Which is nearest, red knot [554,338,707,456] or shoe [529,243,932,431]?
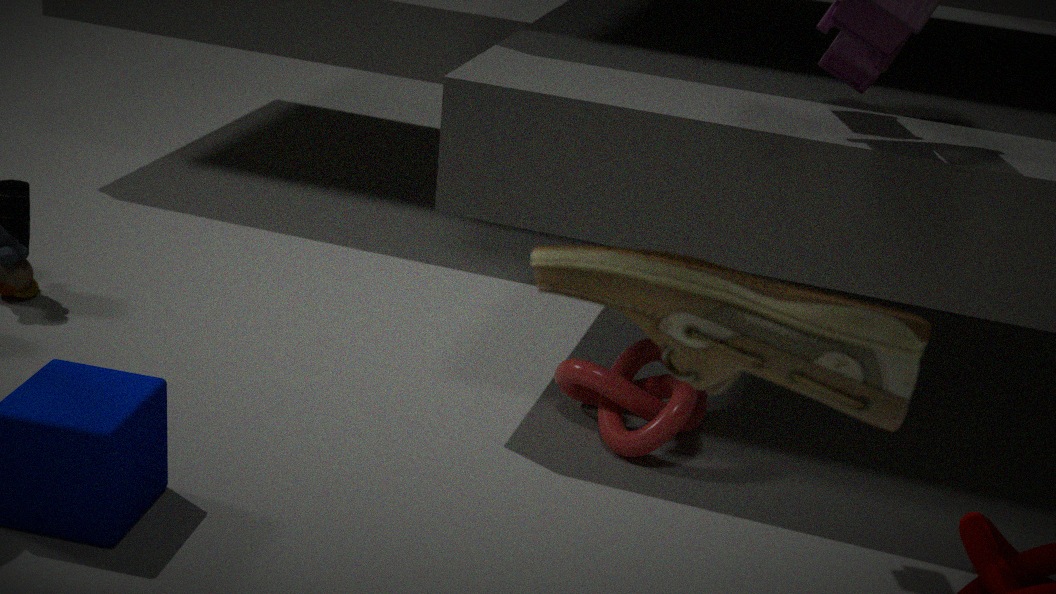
shoe [529,243,932,431]
